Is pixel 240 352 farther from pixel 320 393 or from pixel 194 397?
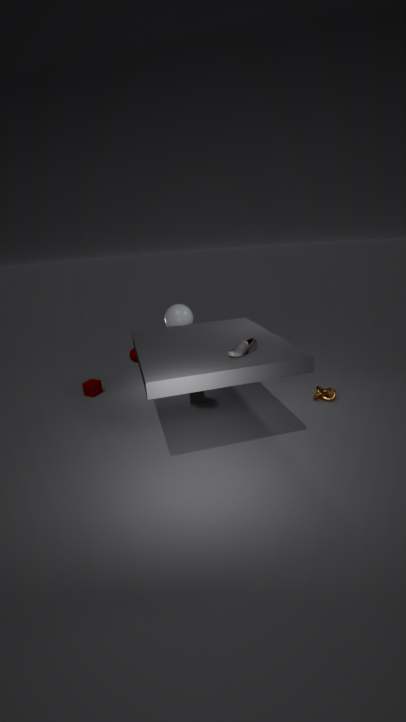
pixel 320 393
